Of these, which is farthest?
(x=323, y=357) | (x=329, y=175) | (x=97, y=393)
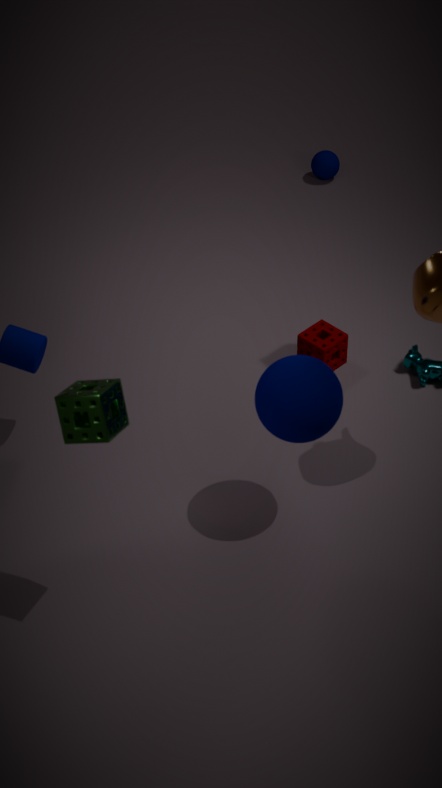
(x=329, y=175)
